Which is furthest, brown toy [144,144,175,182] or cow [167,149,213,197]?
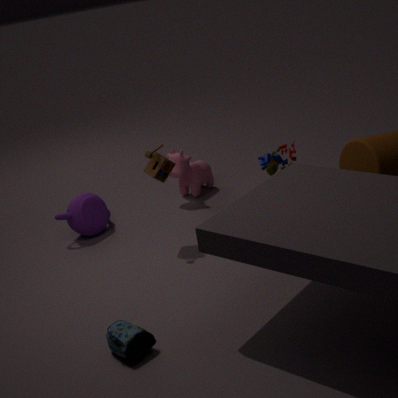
cow [167,149,213,197]
